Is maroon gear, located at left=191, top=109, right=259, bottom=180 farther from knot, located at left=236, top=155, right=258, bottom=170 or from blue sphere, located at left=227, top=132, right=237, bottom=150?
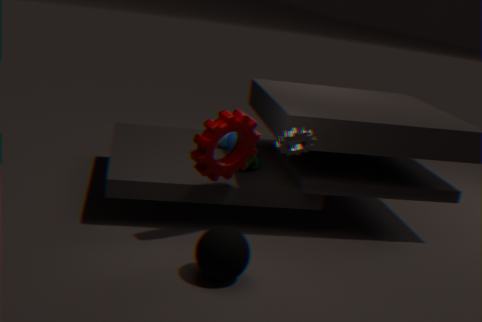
knot, located at left=236, top=155, right=258, bottom=170
